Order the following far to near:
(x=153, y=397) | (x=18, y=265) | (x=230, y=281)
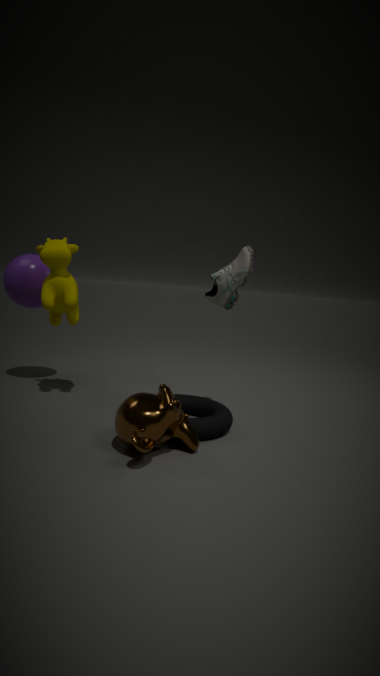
(x=18, y=265)
(x=230, y=281)
(x=153, y=397)
